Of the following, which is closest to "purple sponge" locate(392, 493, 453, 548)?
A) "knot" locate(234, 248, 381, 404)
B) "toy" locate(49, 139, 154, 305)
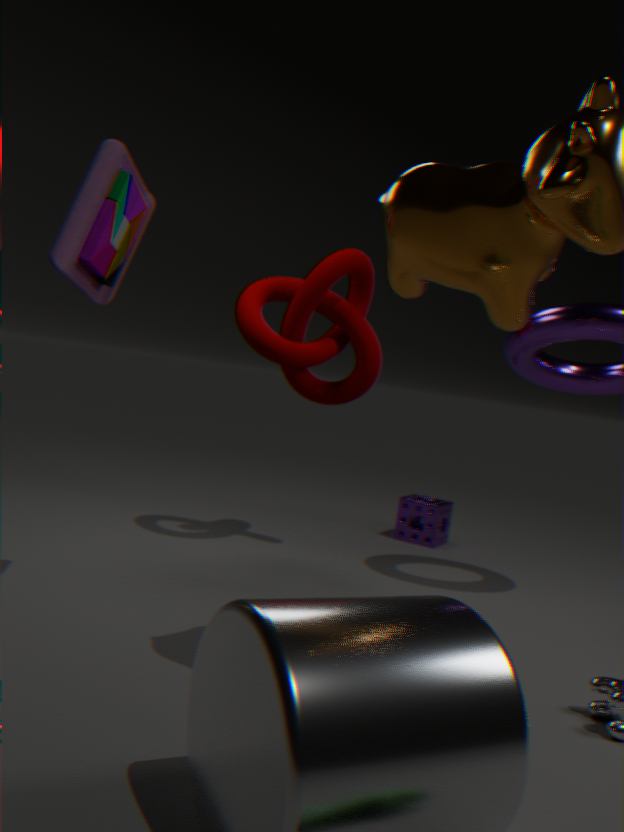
"knot" locate(234, 248, 381, 404)
